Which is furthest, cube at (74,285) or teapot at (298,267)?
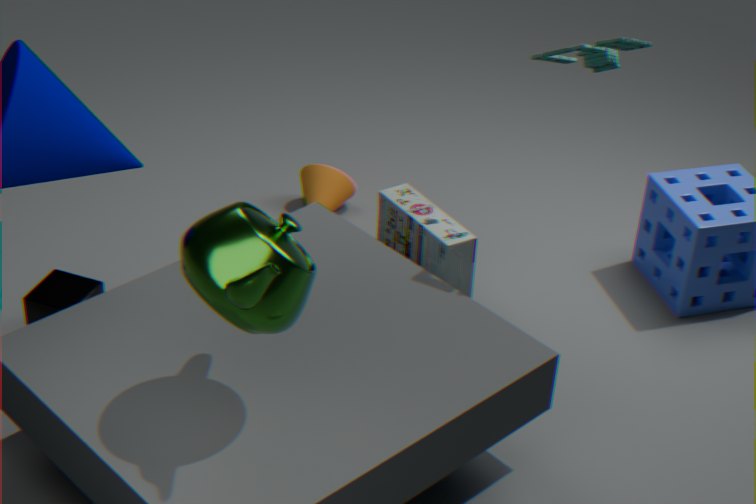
cube at (74,285)
